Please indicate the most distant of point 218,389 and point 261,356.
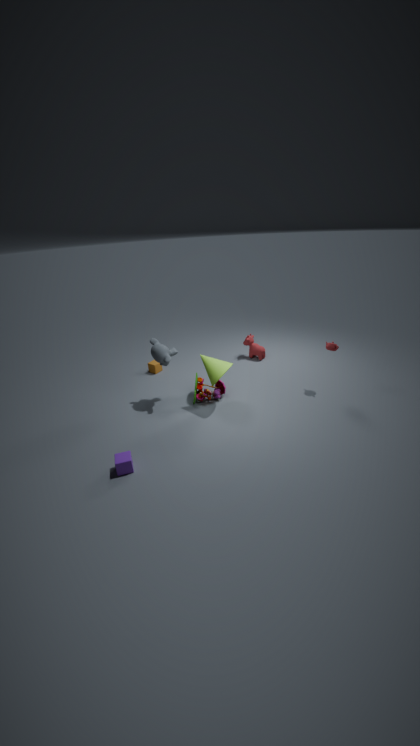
point 261,356
